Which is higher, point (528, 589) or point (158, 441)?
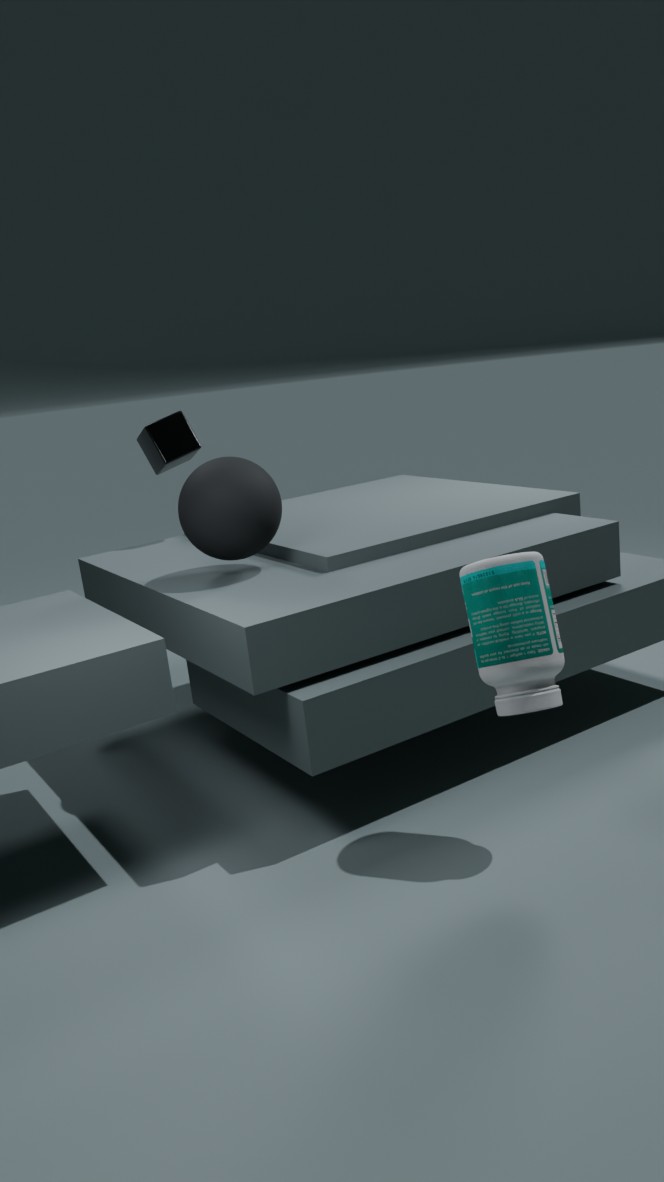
point (158, 441)
